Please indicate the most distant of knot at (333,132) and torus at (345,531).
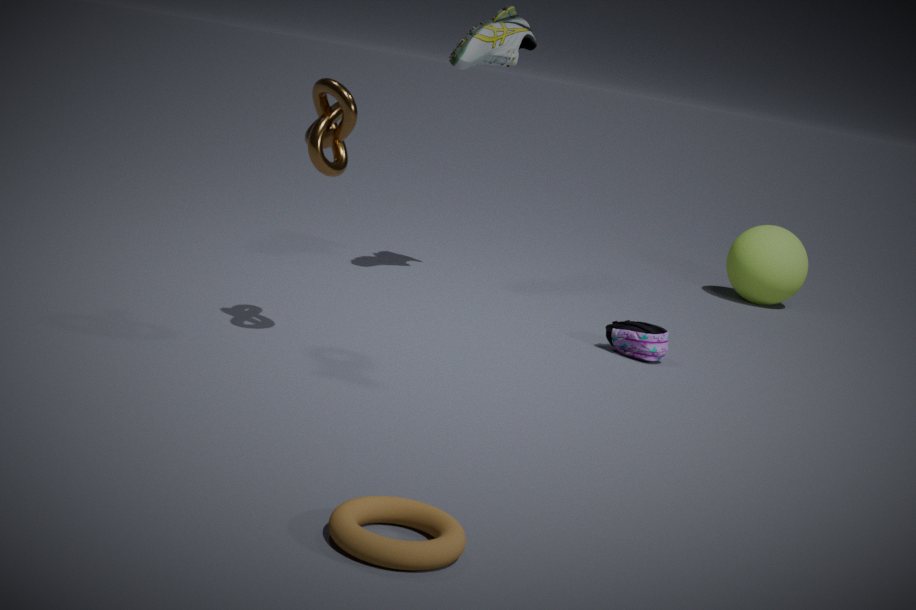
knot at (333,132)
